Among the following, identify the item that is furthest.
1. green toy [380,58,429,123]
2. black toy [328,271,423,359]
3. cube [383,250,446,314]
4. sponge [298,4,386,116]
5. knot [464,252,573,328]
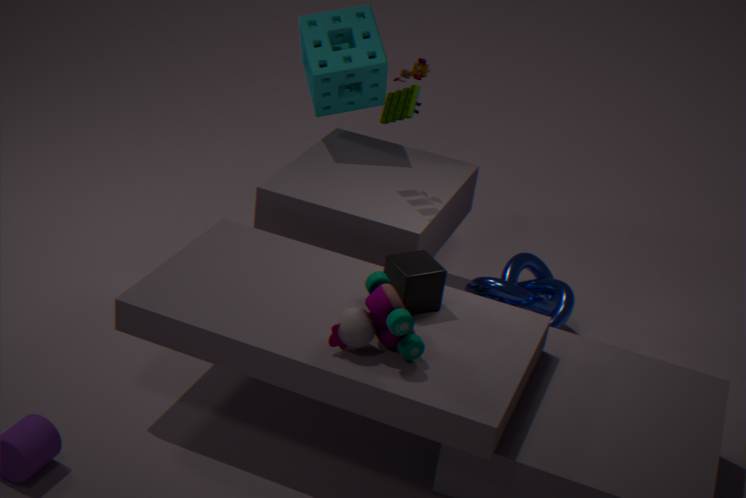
sponge [298,4,386,116]
